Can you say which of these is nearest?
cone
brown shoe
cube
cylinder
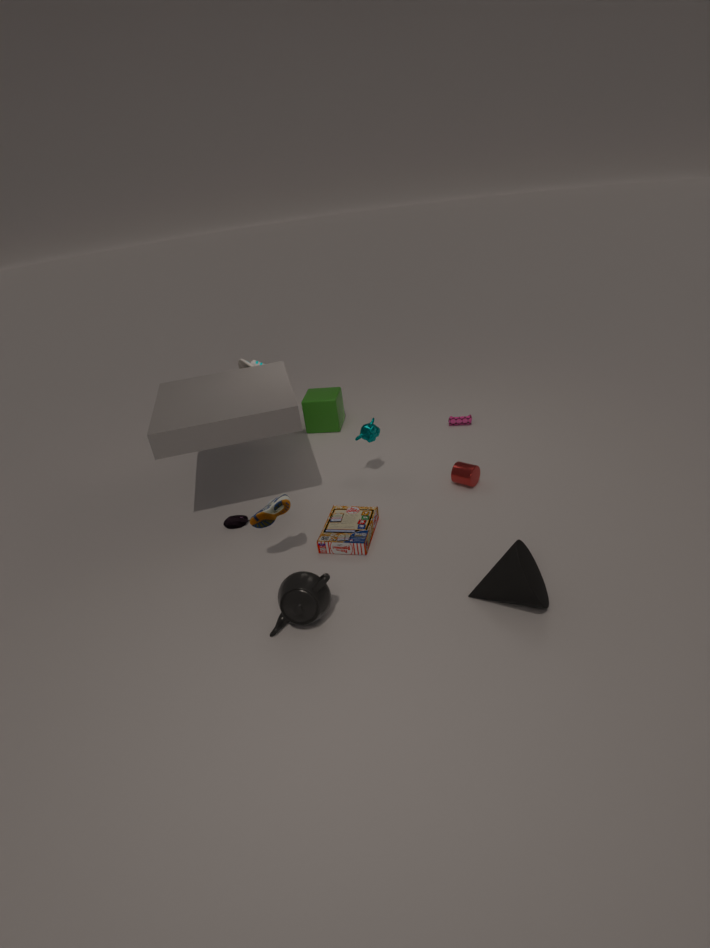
cone
